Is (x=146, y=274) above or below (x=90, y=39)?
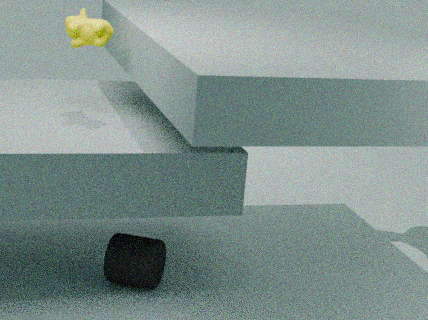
below
